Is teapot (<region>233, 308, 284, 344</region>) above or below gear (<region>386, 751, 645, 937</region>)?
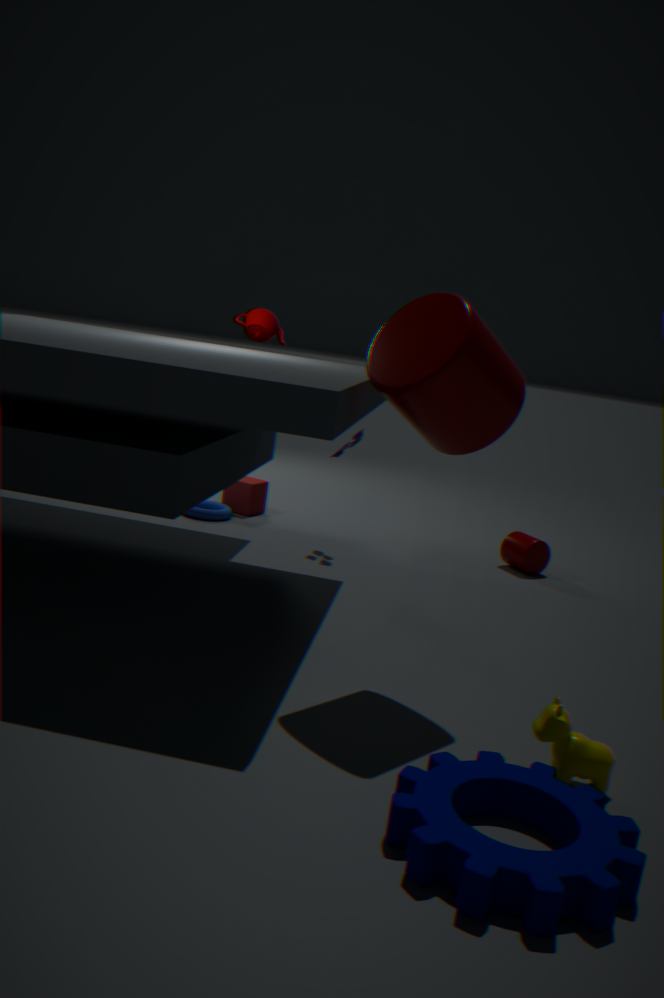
above
